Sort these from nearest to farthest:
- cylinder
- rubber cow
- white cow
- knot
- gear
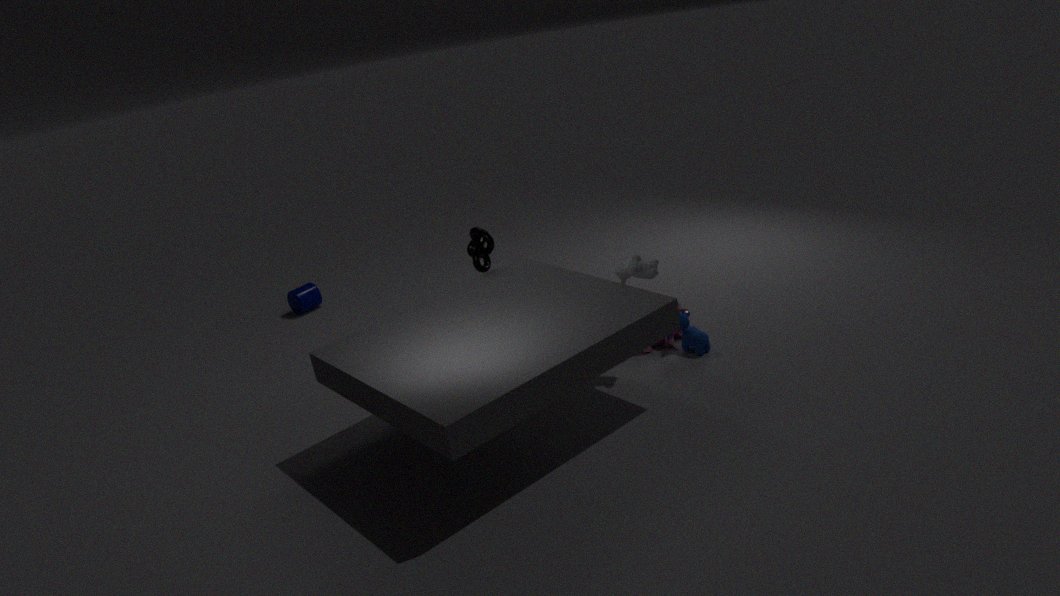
white cow < rubber cow < knot < gear < cylinder
